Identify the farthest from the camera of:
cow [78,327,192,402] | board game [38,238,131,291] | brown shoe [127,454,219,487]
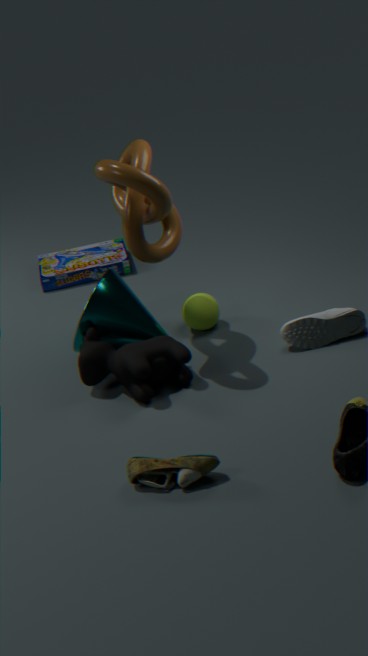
board game [38,238,131,291]
